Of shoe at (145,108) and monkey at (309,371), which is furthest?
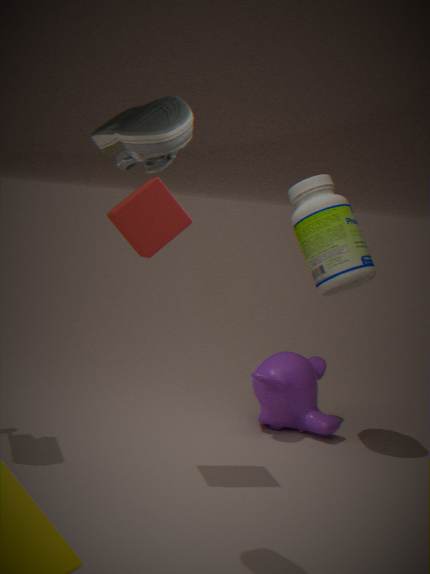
monkey at (309,371)
